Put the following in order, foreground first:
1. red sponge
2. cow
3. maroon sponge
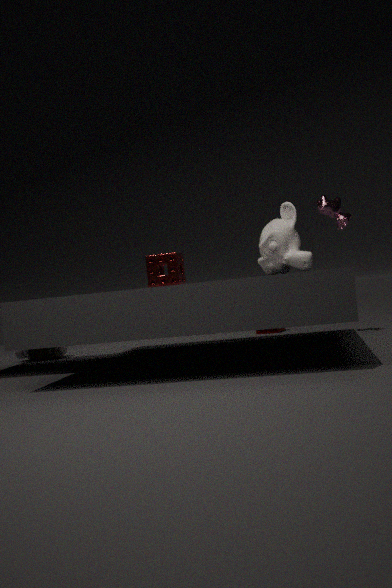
red sponge, cow, maroon sponge
